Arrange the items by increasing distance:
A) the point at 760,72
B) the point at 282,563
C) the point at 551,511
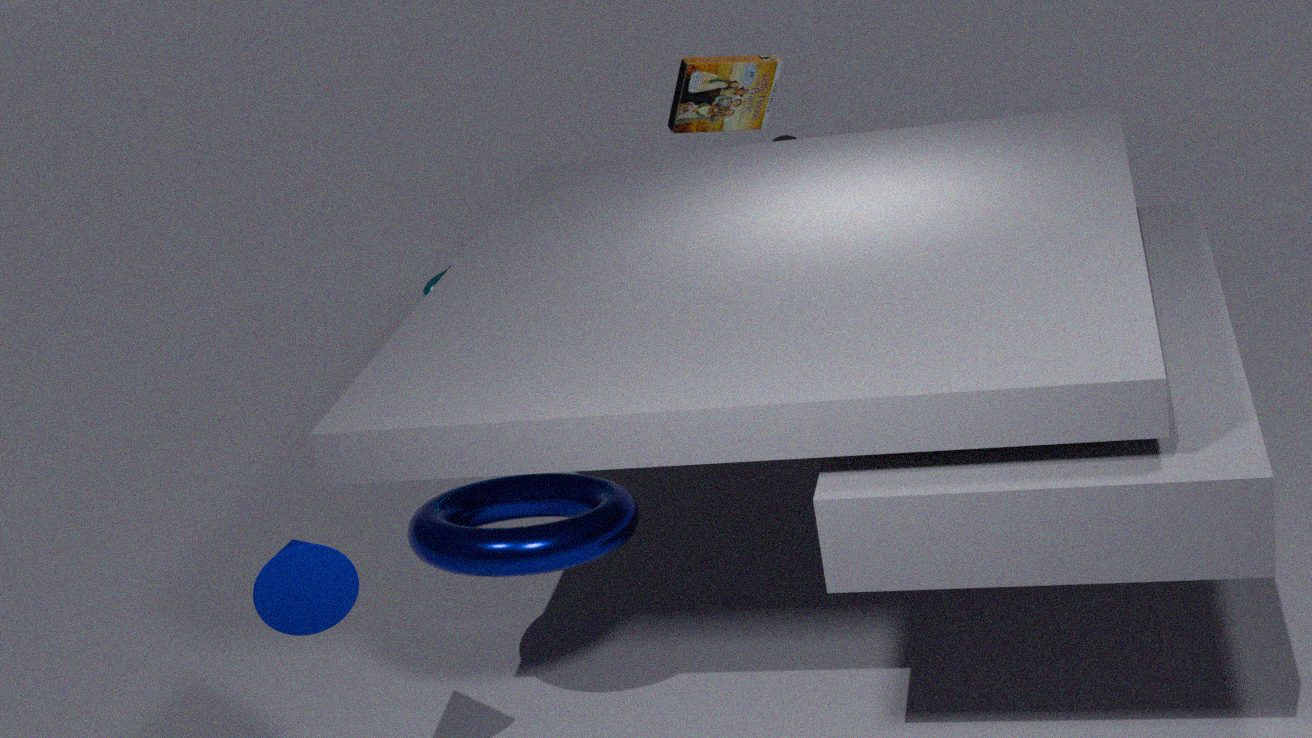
the point at 282,563, the point at 551,511, the point at 760,72
